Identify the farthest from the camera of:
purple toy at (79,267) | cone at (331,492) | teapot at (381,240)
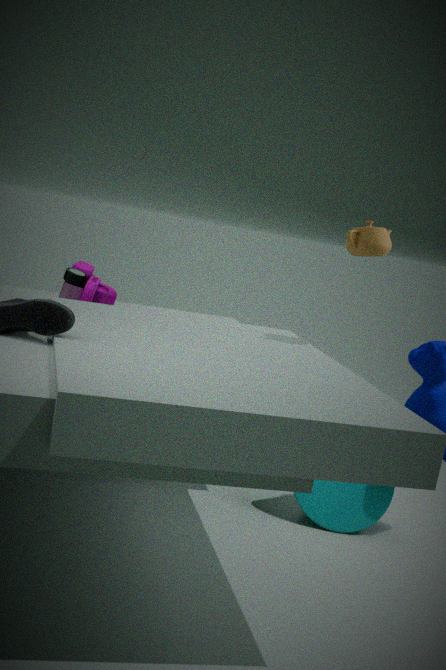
purple toy at (79,267)
